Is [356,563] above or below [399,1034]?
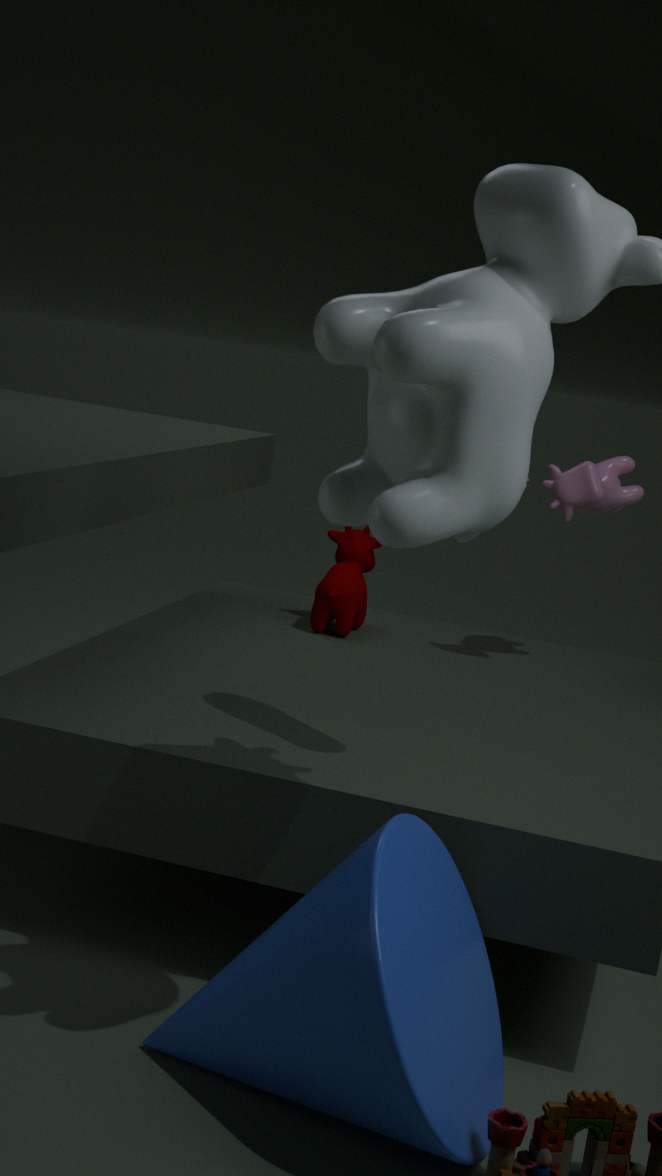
above
